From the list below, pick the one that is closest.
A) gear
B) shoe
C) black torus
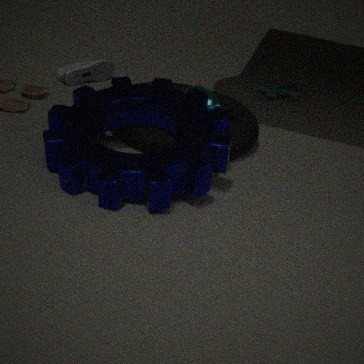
gear
